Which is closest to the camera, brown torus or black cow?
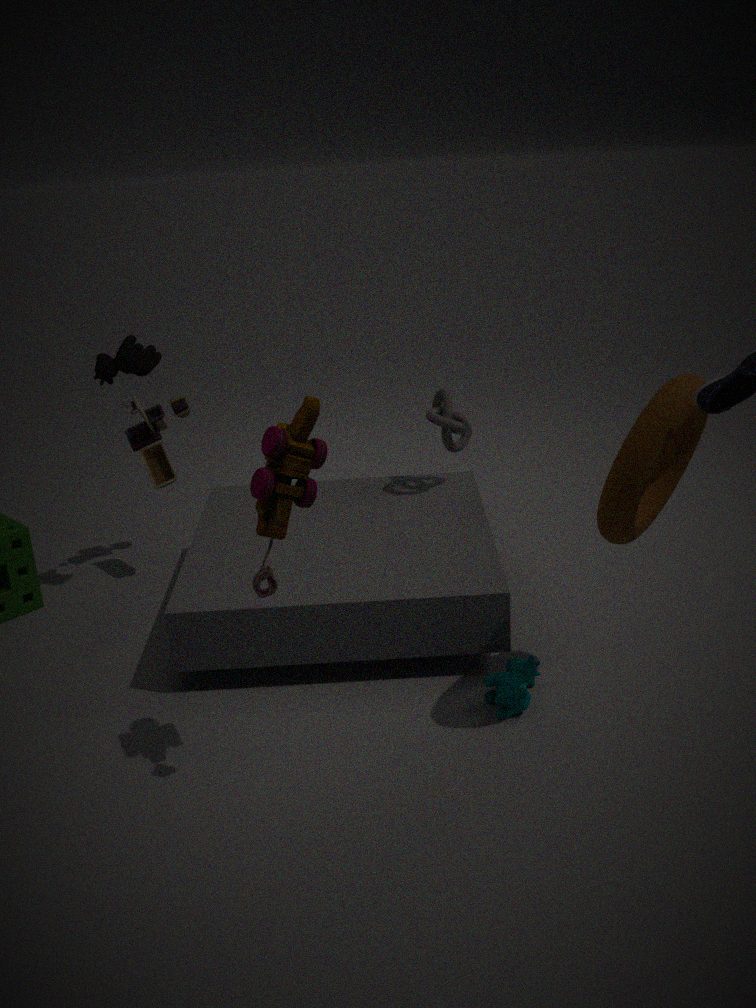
brown torus
